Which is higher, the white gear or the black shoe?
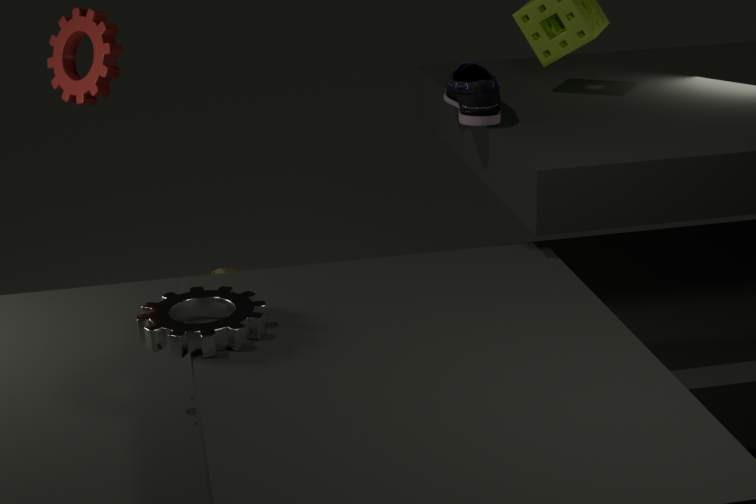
the black shoe
